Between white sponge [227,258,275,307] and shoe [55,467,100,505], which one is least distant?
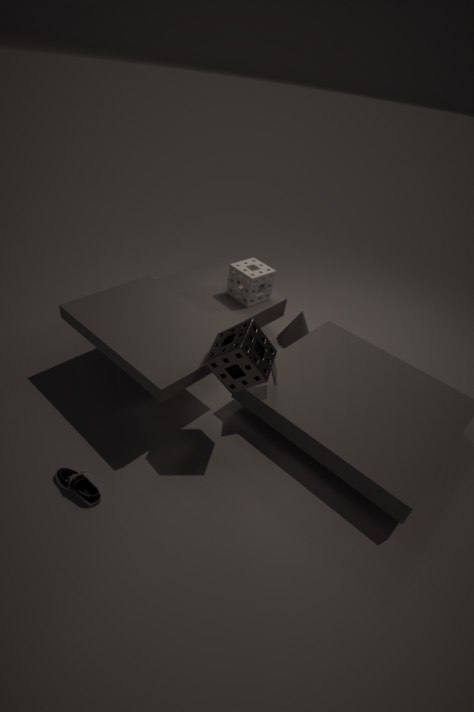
shoe [55,467,100,505]
